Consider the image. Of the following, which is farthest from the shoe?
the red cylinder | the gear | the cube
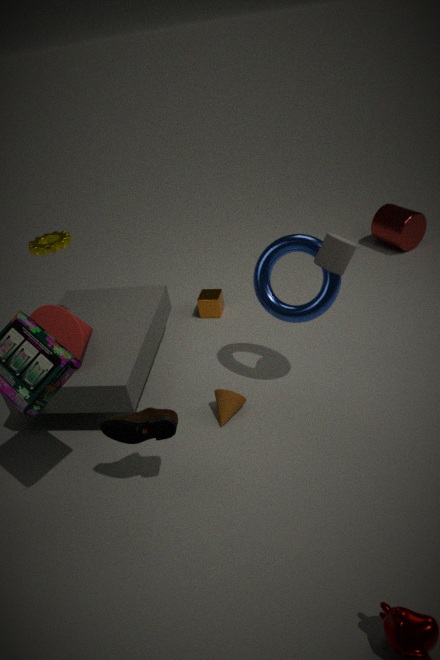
the red cylinder
